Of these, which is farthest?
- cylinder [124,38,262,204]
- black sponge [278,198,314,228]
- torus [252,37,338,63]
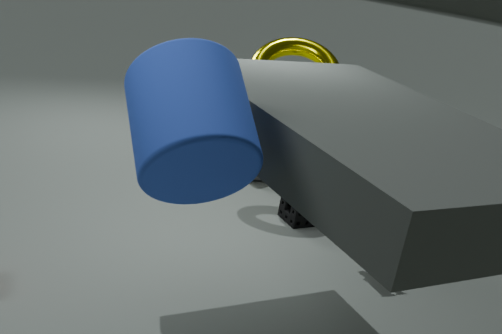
torus [252,37,338,63]
